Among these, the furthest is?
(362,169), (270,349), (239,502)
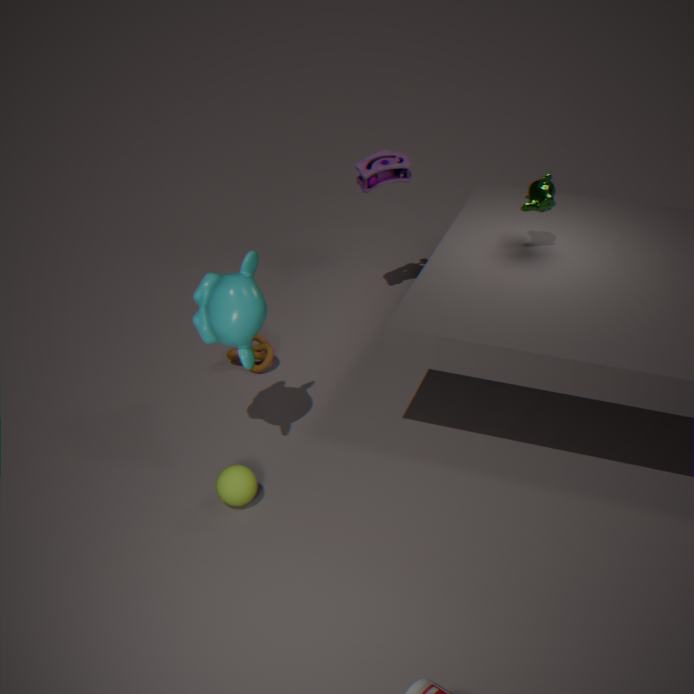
(362,169)
